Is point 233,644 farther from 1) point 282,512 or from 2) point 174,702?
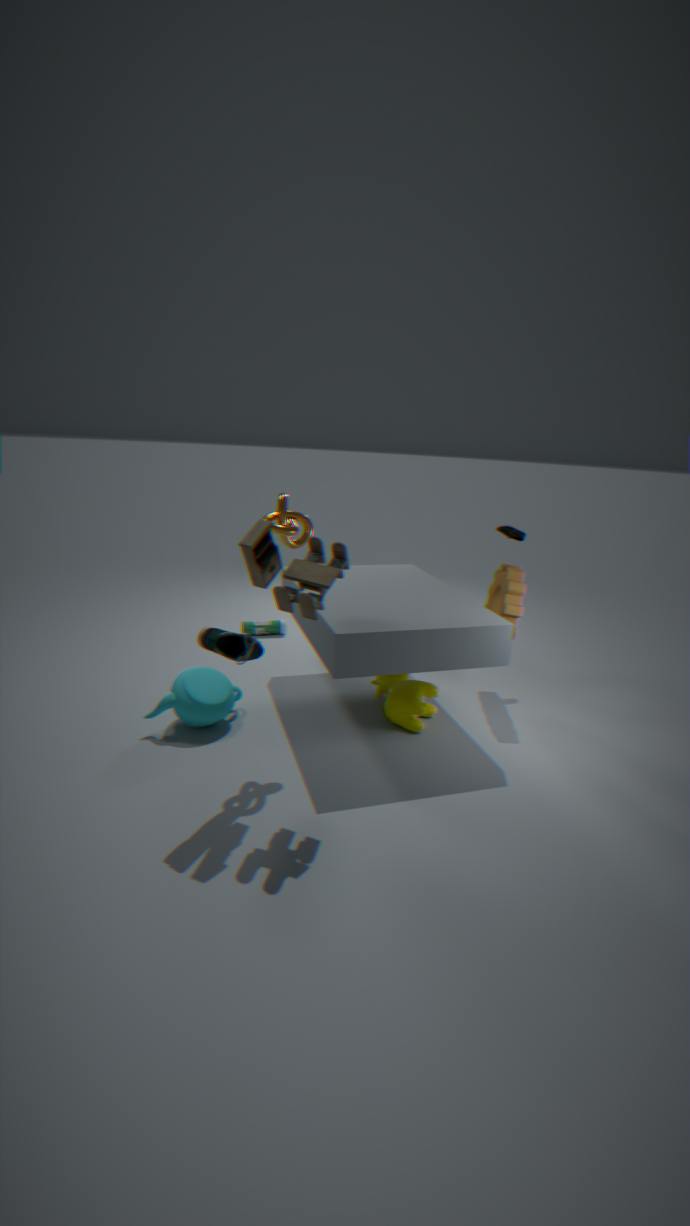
2) point 174,702
